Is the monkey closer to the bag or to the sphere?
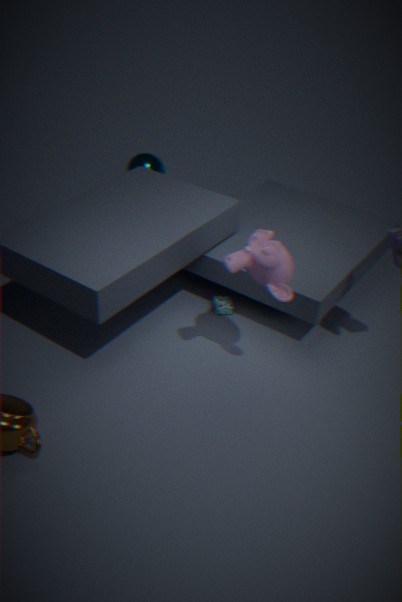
the bag
